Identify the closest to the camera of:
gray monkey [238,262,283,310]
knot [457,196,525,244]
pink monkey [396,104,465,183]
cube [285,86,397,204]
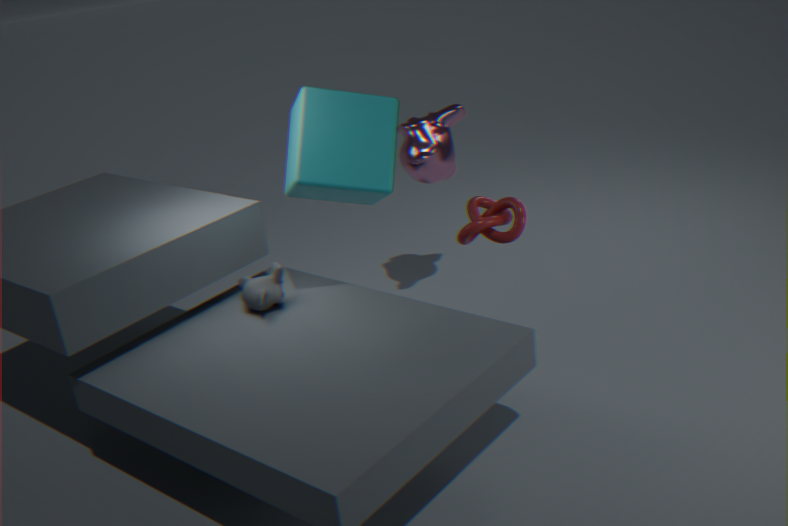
knot [457,196,525,244]
